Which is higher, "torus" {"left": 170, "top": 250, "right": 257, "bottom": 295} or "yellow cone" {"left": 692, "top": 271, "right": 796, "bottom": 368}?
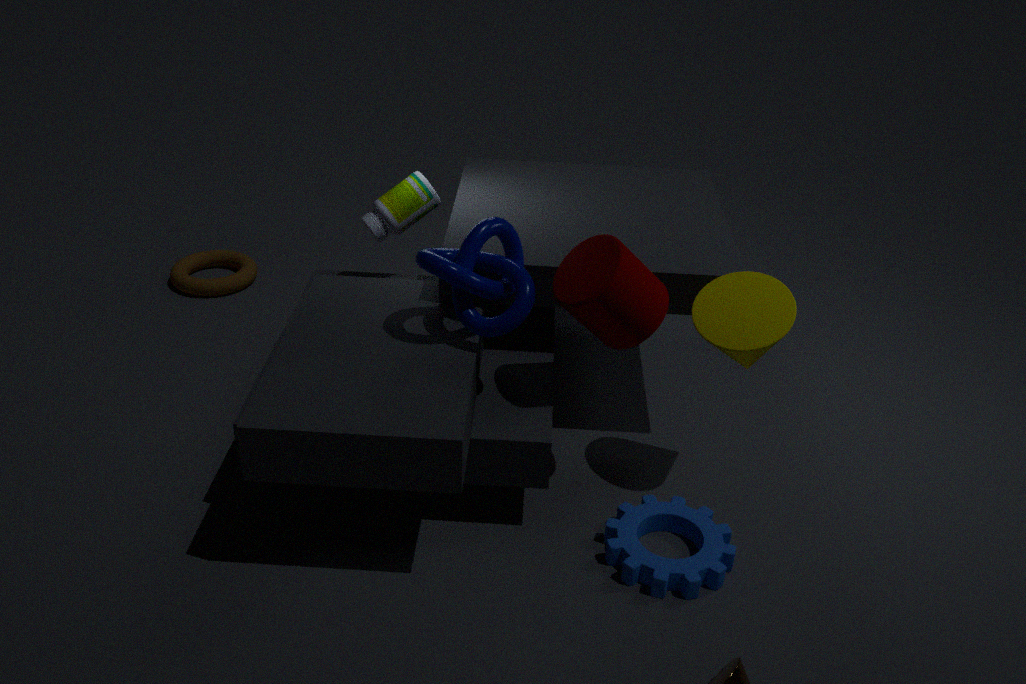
"yellow cone" {"left": 692, "top": 271, "right": 796, "bottom": 368}
